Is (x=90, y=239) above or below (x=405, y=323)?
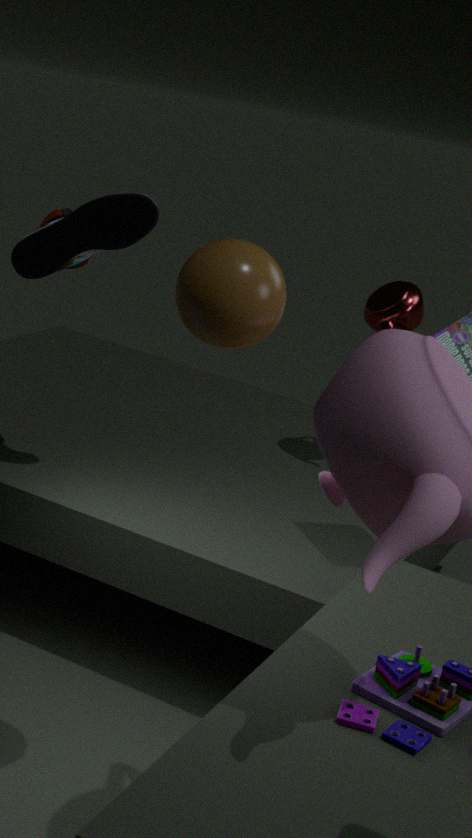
above
